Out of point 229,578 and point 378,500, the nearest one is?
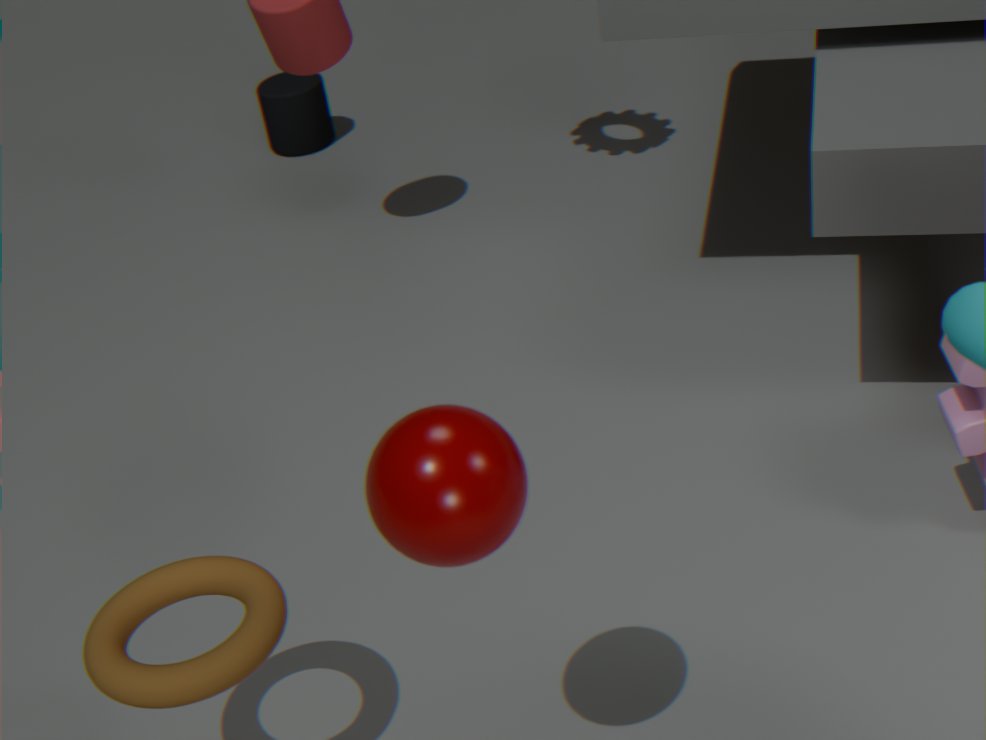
point 378,500
